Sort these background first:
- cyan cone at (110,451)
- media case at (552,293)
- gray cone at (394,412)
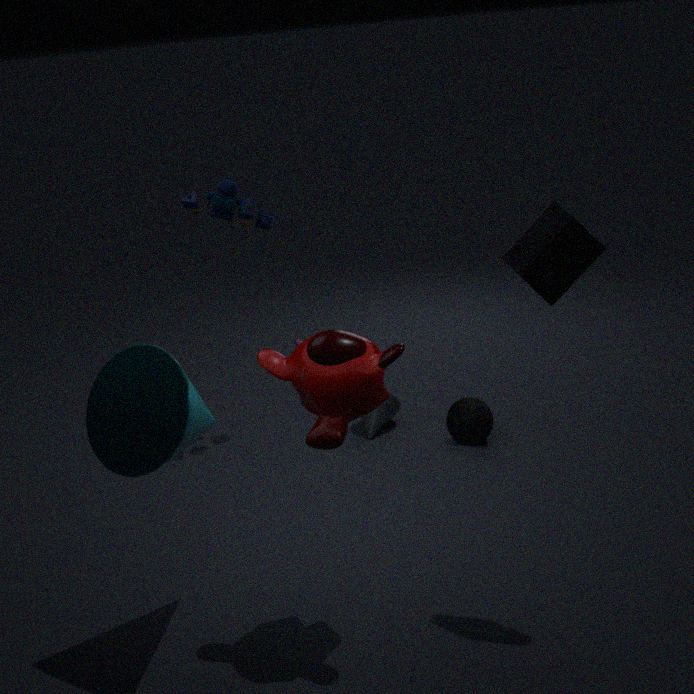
gray cone at (394,412)
media case at (552,293)
cyan cone at (110,451)
